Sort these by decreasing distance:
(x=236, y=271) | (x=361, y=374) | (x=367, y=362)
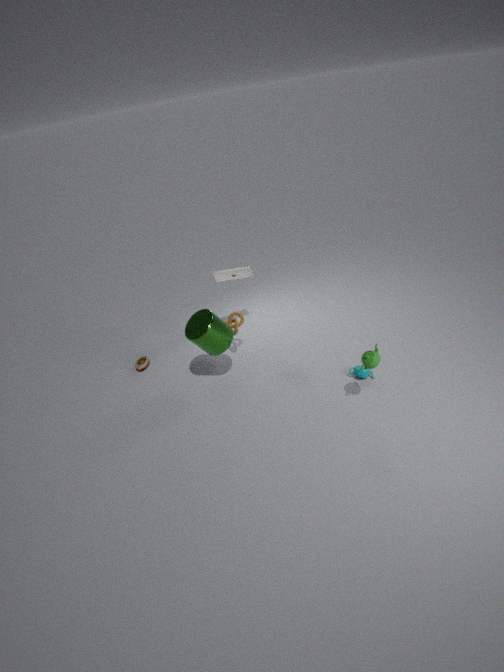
(x=236, y=271), (x=361, y=374), (x=367, y=362)
